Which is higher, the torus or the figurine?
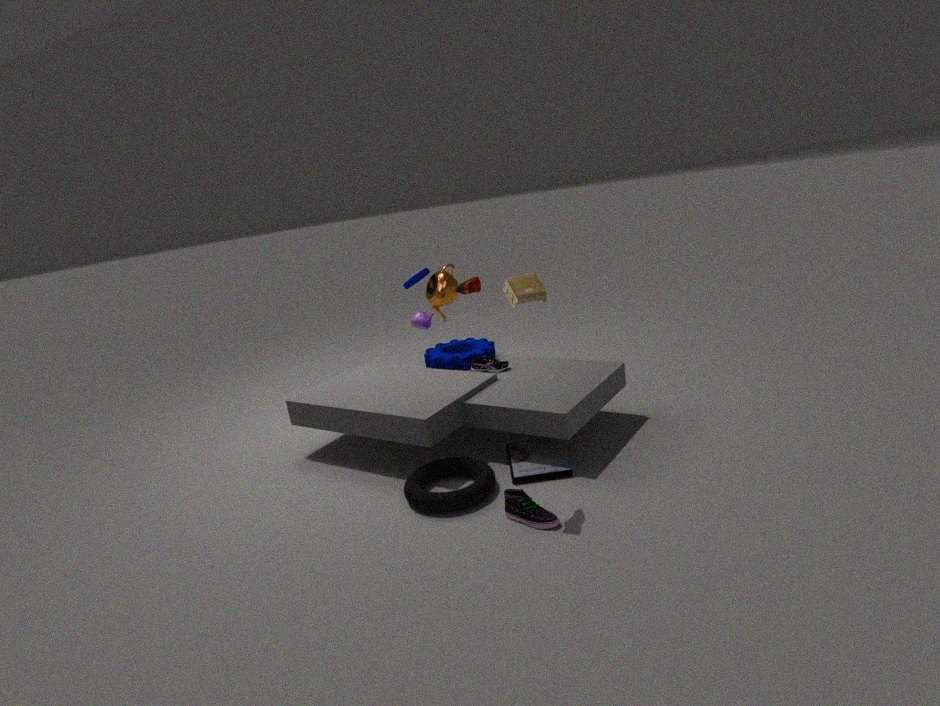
the figurine
